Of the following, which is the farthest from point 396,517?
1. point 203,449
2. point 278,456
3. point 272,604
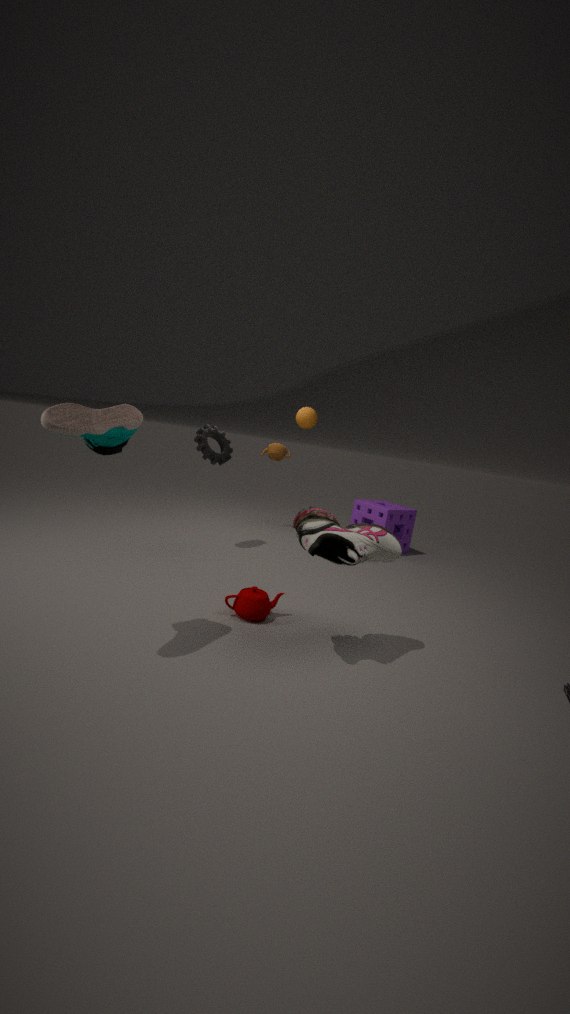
point 272,604
